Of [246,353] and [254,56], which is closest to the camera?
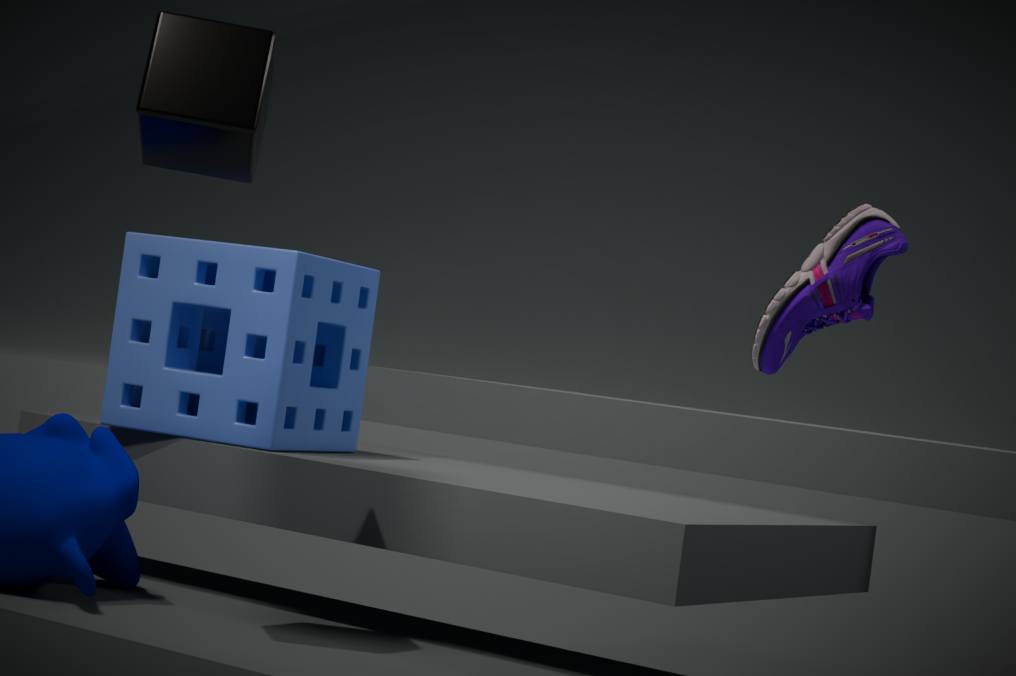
[254,56]
